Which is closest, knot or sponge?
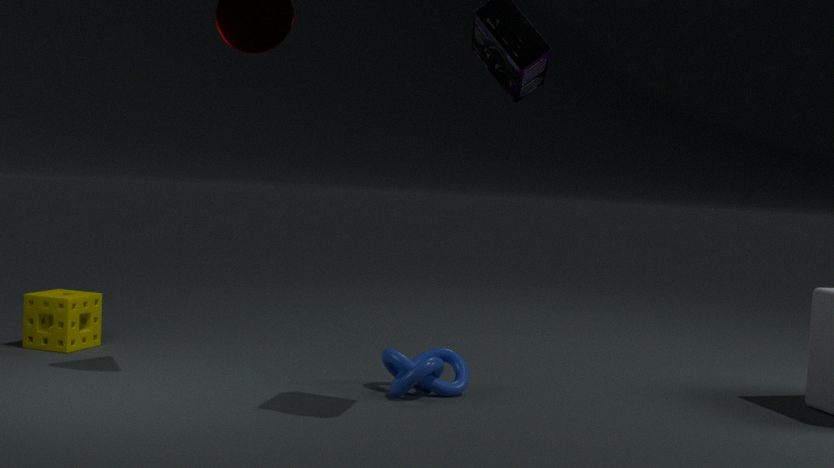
knot
